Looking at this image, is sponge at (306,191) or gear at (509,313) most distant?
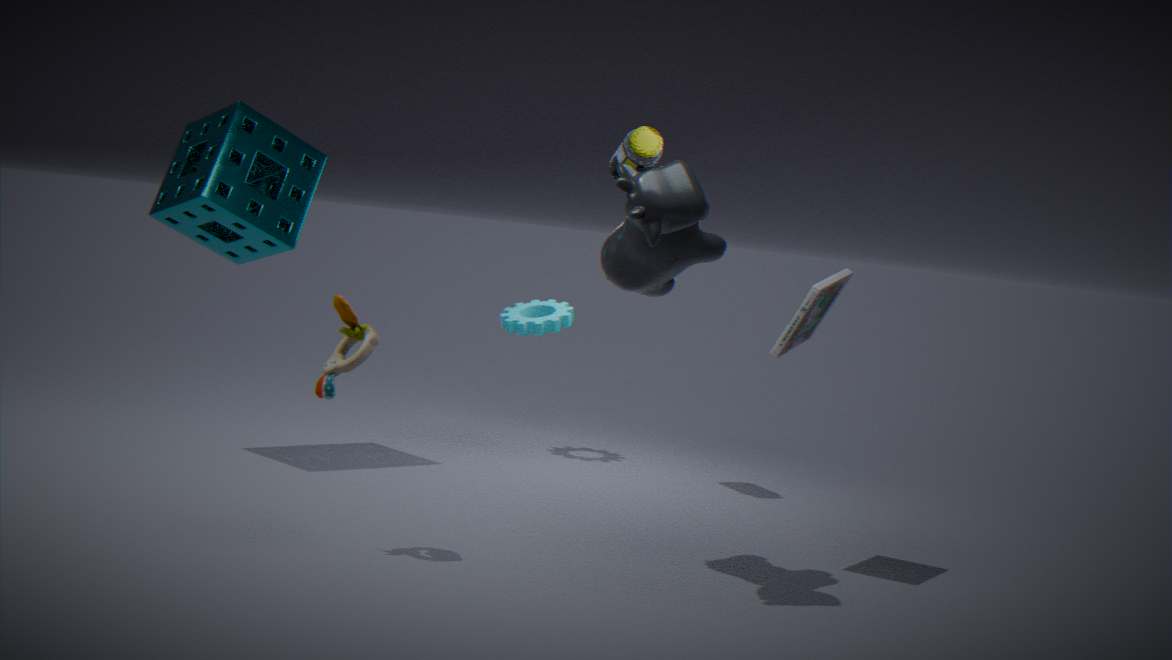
gear at (509,313)
